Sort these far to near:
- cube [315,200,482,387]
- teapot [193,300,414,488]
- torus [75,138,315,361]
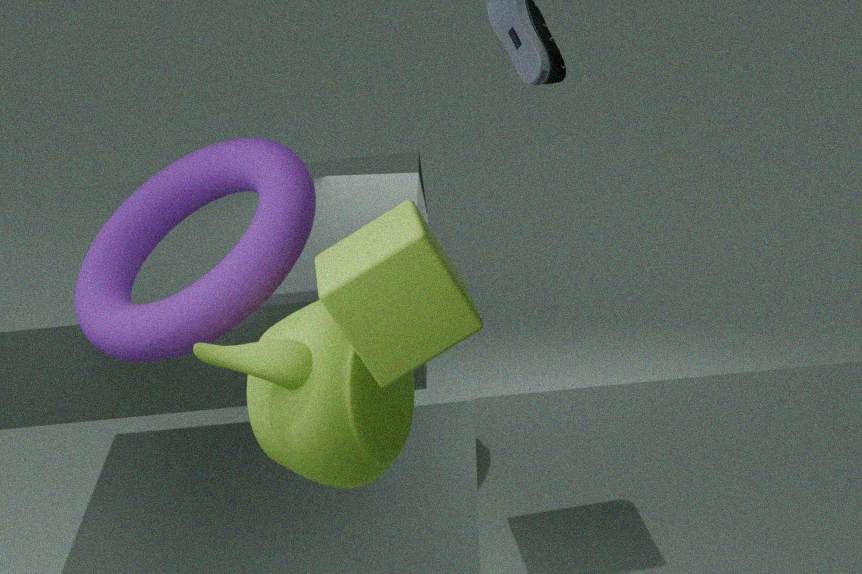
torus [75,138,315,361], teapot [193,300,414,488], cube [315,200,482,387]
